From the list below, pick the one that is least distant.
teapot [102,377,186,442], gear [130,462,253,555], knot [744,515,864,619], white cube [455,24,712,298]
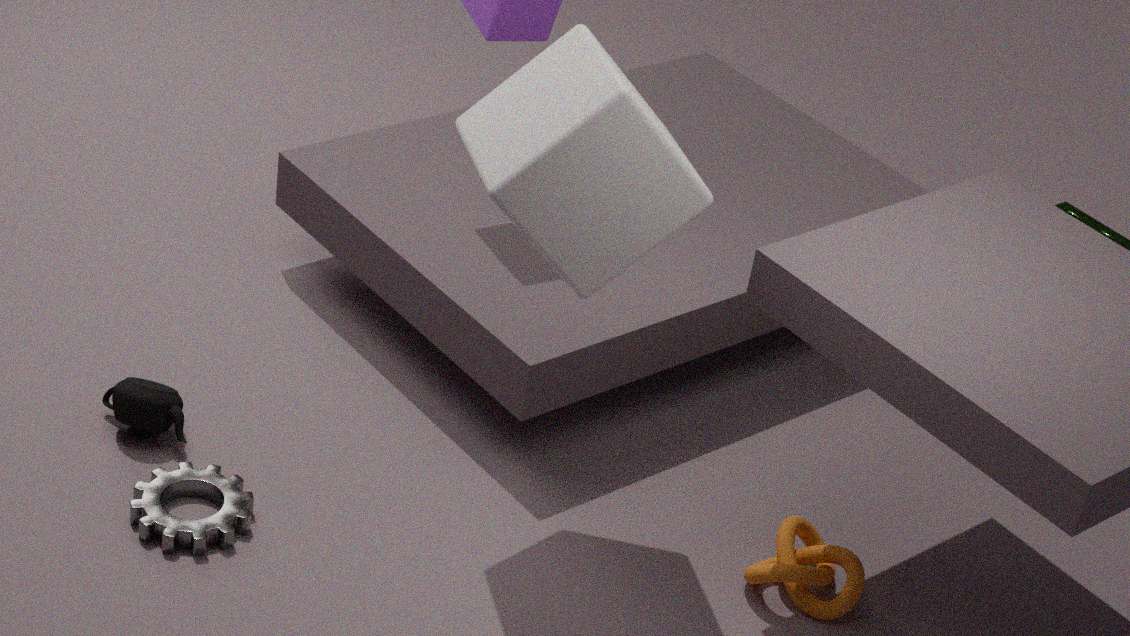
white cube [455,24,712,298]
